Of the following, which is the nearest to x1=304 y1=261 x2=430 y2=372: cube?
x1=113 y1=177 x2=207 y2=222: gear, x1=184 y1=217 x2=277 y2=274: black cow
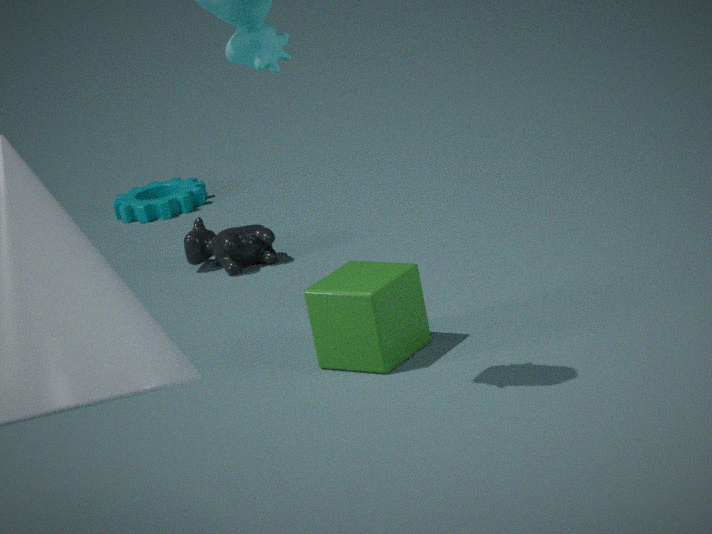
x1=184 y1=217 x2=277 y2=274: black cow
